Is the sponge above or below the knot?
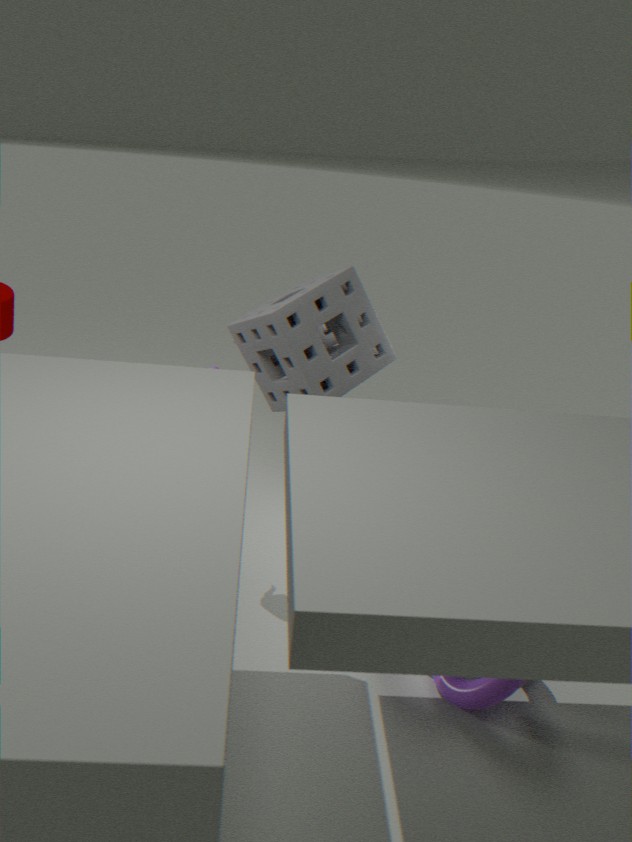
above
